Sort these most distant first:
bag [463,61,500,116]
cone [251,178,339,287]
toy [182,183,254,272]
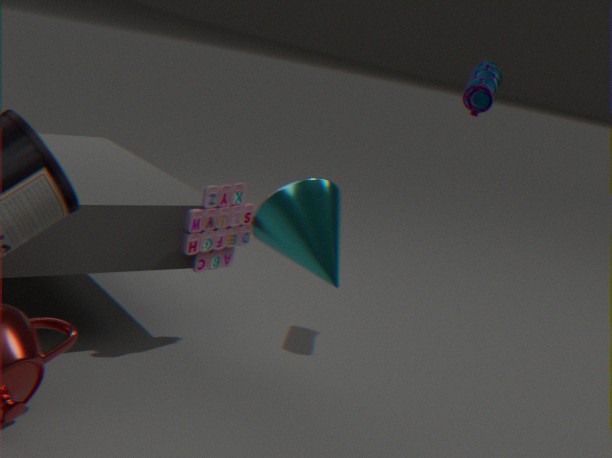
1. bag [463,61,500,116]
2. toy [182,183,254,272]
3. cone [251,178,339,287]
